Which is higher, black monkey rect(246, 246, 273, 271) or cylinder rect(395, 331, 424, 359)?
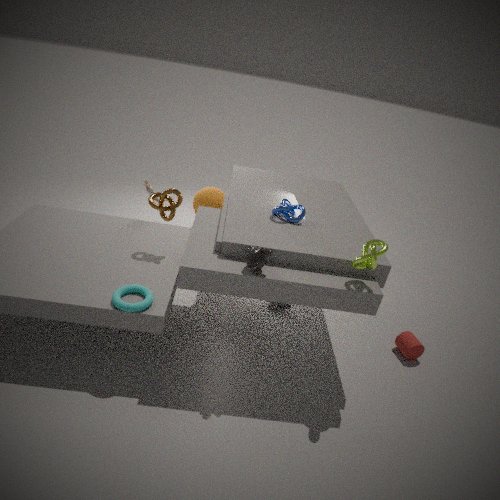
→ black monkey rect(246, 246, 273, 271)
